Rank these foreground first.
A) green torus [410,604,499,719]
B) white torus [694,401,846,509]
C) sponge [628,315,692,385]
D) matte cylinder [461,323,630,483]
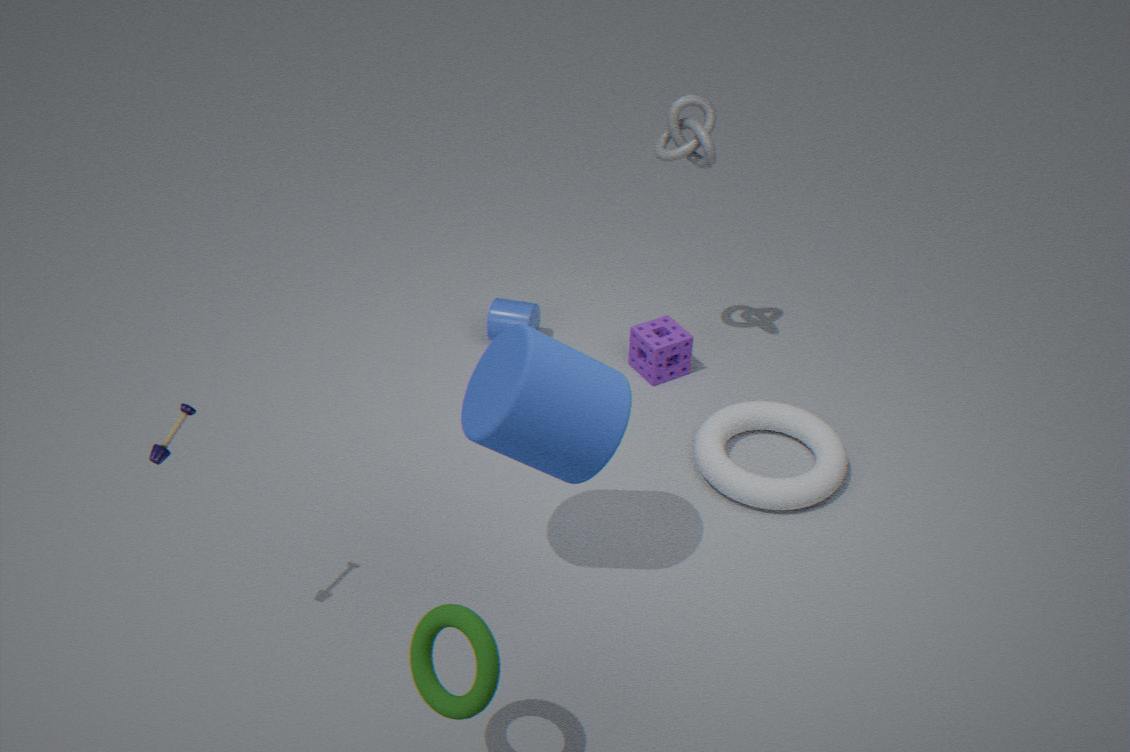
green torus [410,604,499,719] < matte cylinder [461,323,630,483] < white torus [694,401,846,509] < sponge [628,315,692,385]
